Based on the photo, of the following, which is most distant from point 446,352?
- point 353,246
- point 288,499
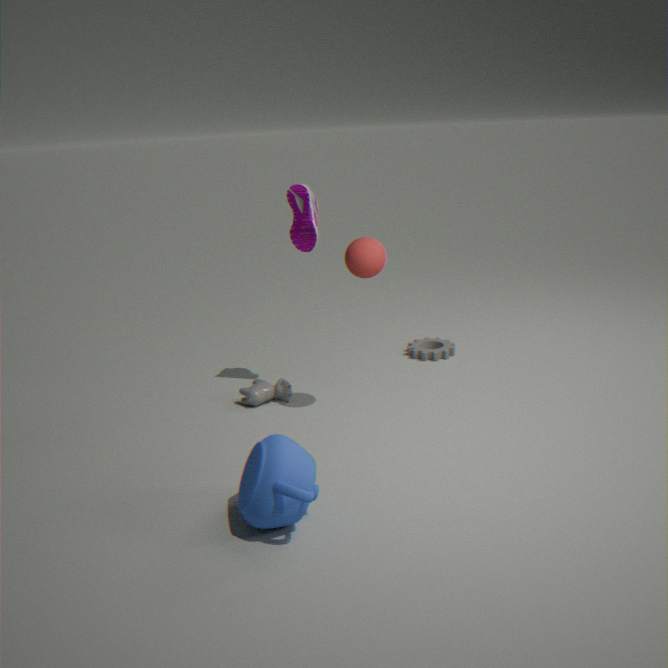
point 288,499
